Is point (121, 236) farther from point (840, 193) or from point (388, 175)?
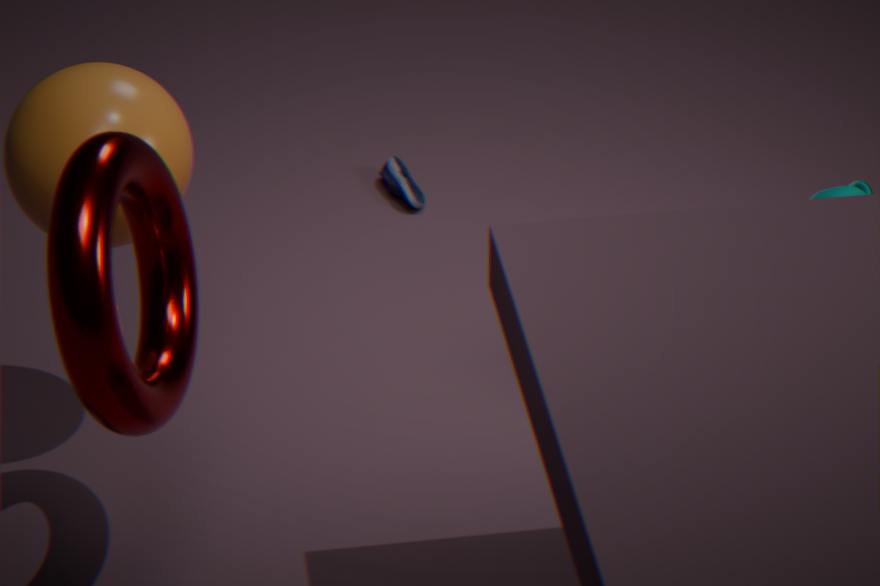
point (840, 193)
